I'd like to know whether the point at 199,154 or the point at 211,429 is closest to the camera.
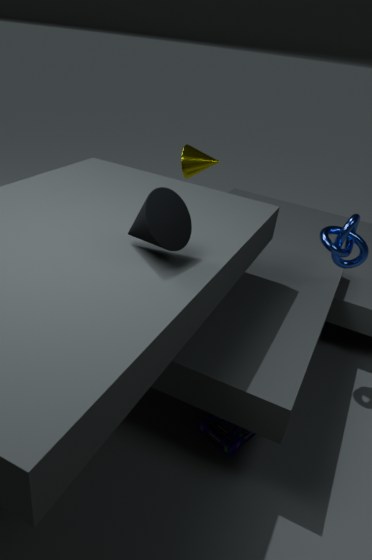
the point at 211,429
